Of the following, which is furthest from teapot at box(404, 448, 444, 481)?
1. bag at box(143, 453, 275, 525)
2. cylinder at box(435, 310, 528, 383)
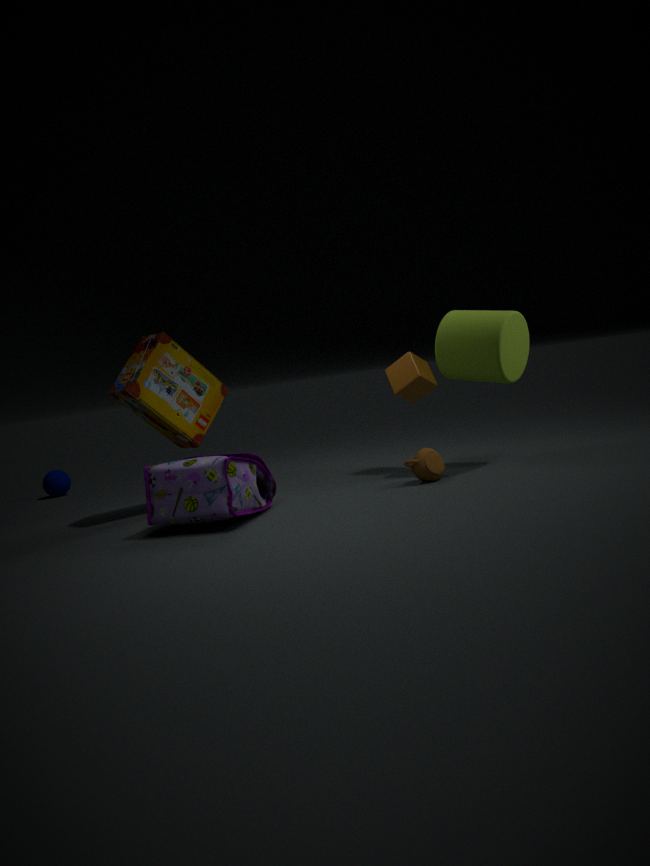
bag at box(143, 453, 275, 525)
